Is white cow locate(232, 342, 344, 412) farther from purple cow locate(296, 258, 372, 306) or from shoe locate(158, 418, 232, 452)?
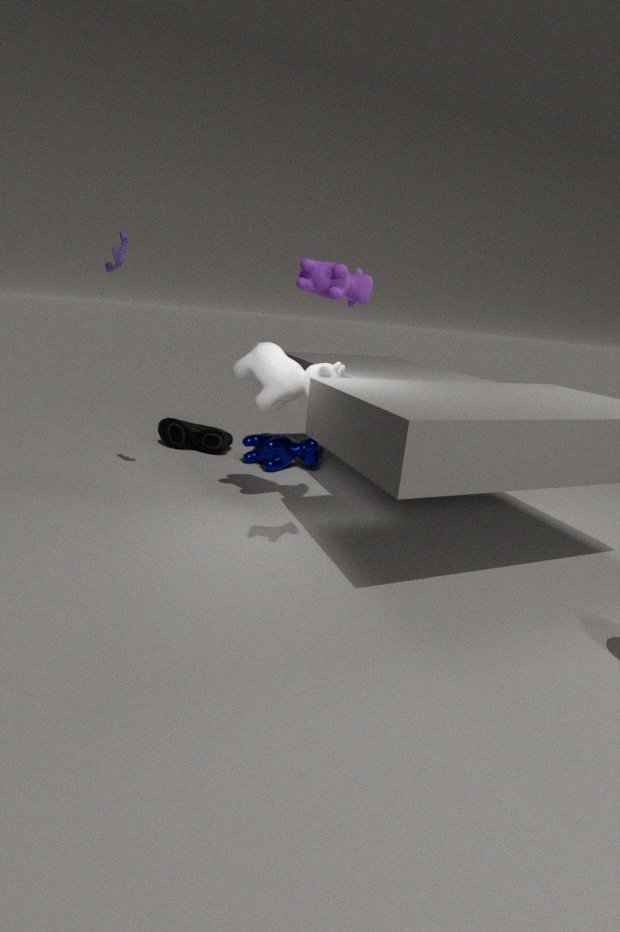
shoe locate(158, 418, 232, 452)
